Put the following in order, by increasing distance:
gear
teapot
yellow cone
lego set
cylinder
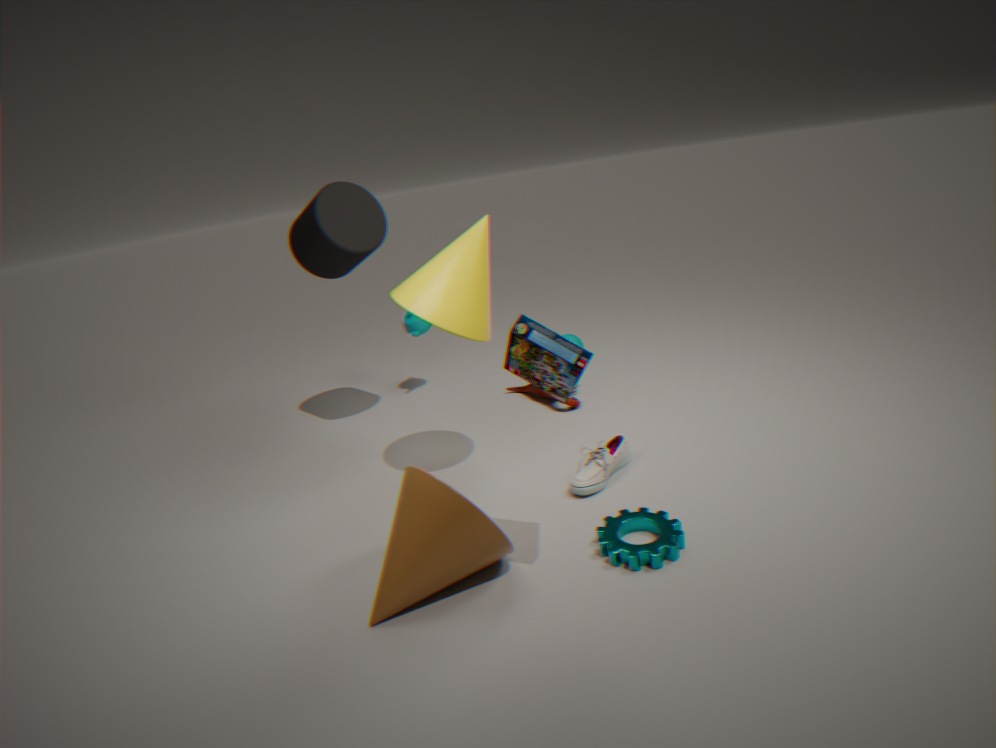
lego set, gear, yellow cone, cylinder, teapot
